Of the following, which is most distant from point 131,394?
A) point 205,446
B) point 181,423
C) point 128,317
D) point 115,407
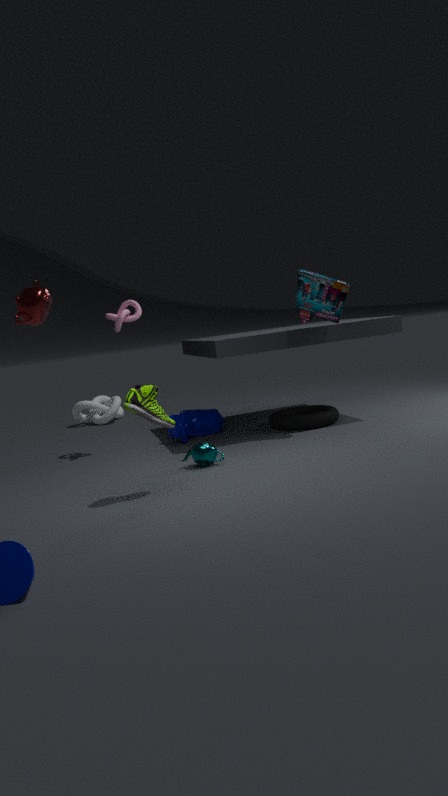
point 115,407
